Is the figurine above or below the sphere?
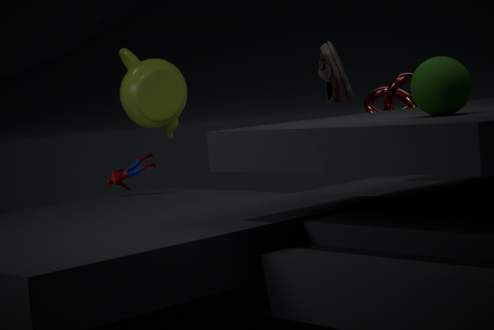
below
